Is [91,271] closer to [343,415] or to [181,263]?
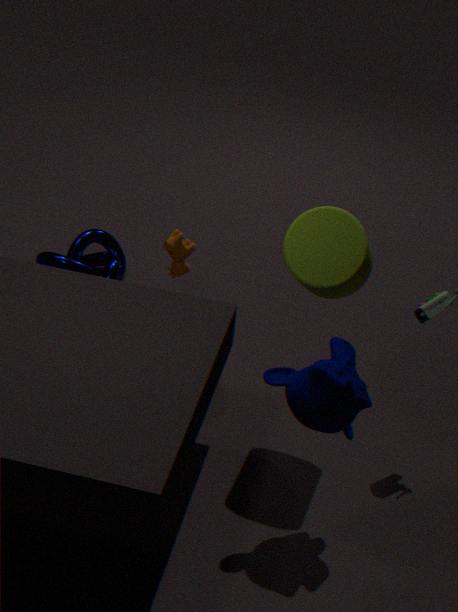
[181,263]
